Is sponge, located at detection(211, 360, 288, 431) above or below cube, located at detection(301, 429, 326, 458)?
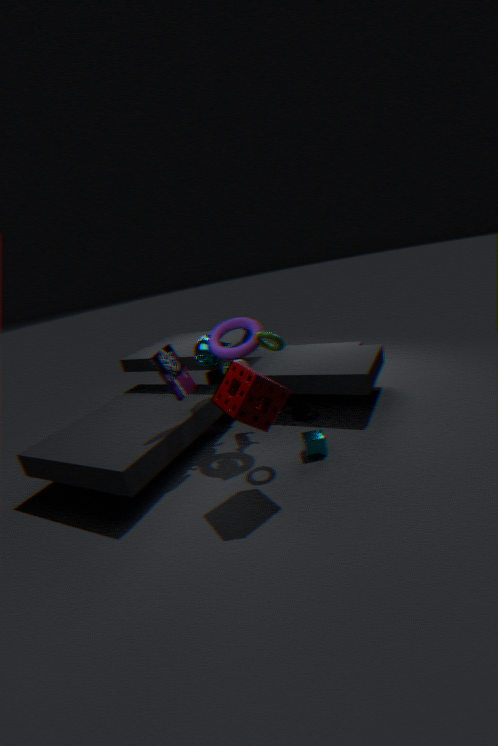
above
